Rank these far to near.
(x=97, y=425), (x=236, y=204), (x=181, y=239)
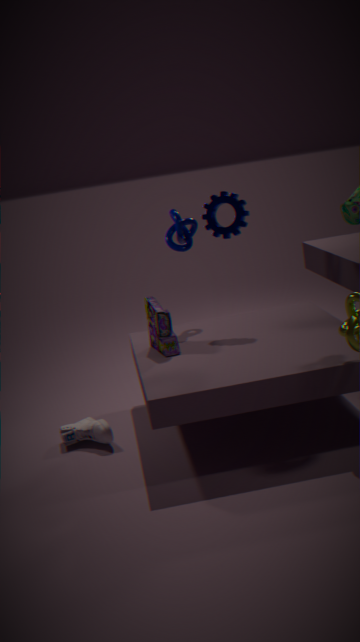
1. (x=181, y=239)
2. (x=236, y=204)
3. (x=97, y=425)
